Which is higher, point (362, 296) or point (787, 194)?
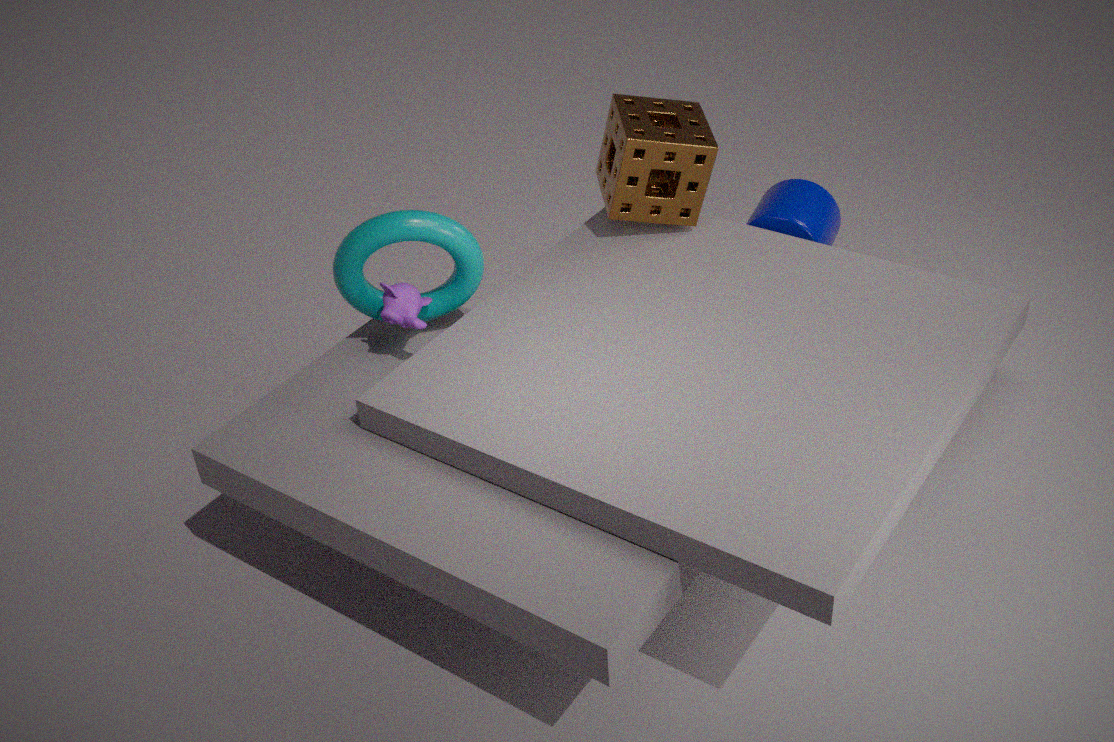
point (362, 296)
